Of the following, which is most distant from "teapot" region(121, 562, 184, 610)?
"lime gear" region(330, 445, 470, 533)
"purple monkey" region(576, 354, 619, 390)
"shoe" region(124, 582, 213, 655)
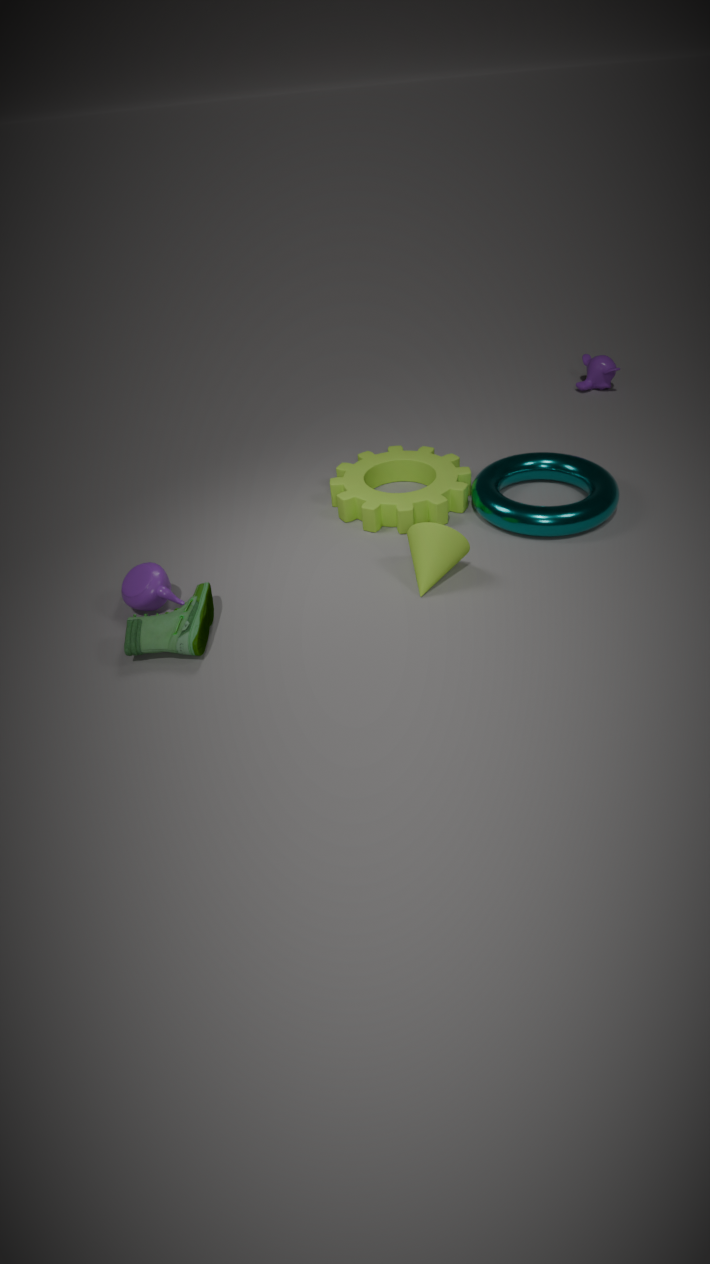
"purple monkey" region(576, 354, 619, 390)
